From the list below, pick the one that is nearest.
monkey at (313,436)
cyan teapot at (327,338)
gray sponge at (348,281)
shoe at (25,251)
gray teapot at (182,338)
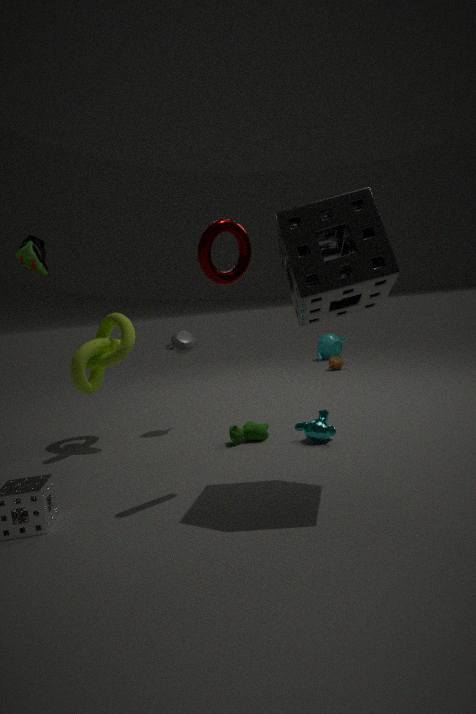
gray sponge at (348,281)
